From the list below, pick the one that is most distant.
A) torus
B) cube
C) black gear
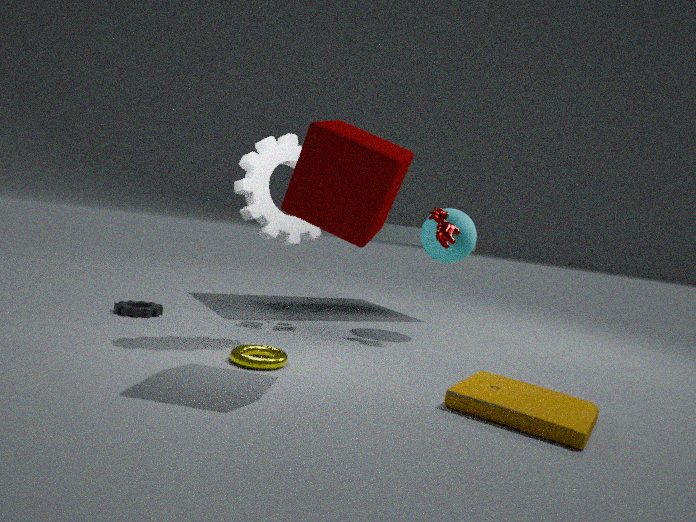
black gear
